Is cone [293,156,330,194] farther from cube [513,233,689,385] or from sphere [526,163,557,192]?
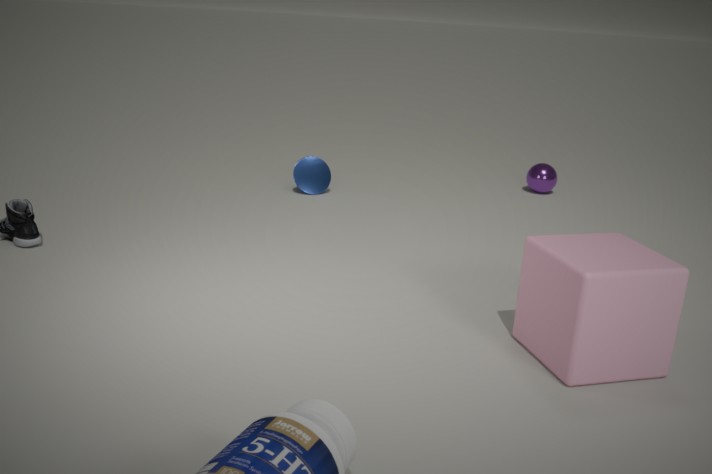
cube [513,233,689,385]
